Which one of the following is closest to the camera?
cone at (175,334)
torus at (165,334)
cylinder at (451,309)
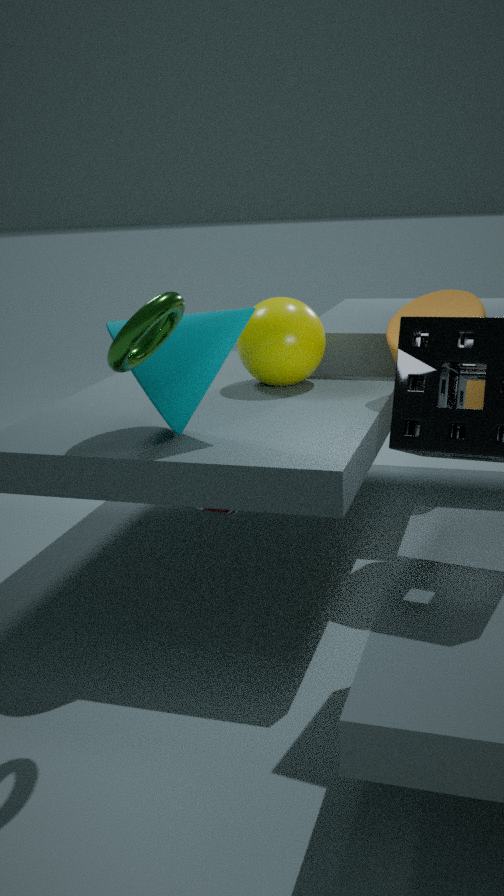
torus at (165,334)
